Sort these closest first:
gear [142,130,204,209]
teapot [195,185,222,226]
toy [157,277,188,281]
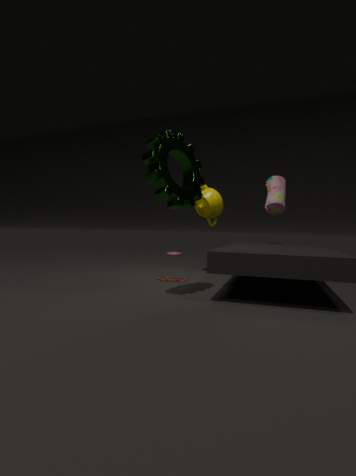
Result: 1. gear [142,130,204,209]
2. toy [157,277,188,281]
3. teapot [195,185,222,226]
